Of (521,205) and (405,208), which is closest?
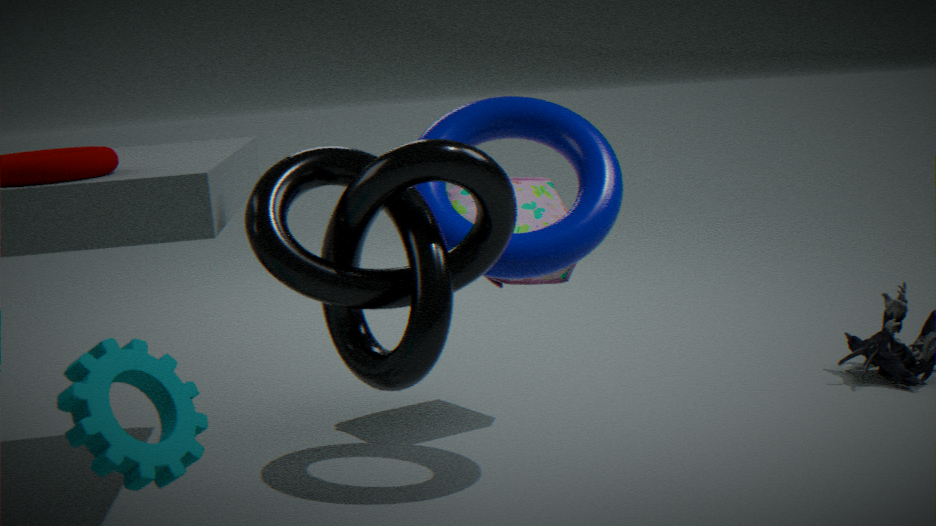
(405,208)
